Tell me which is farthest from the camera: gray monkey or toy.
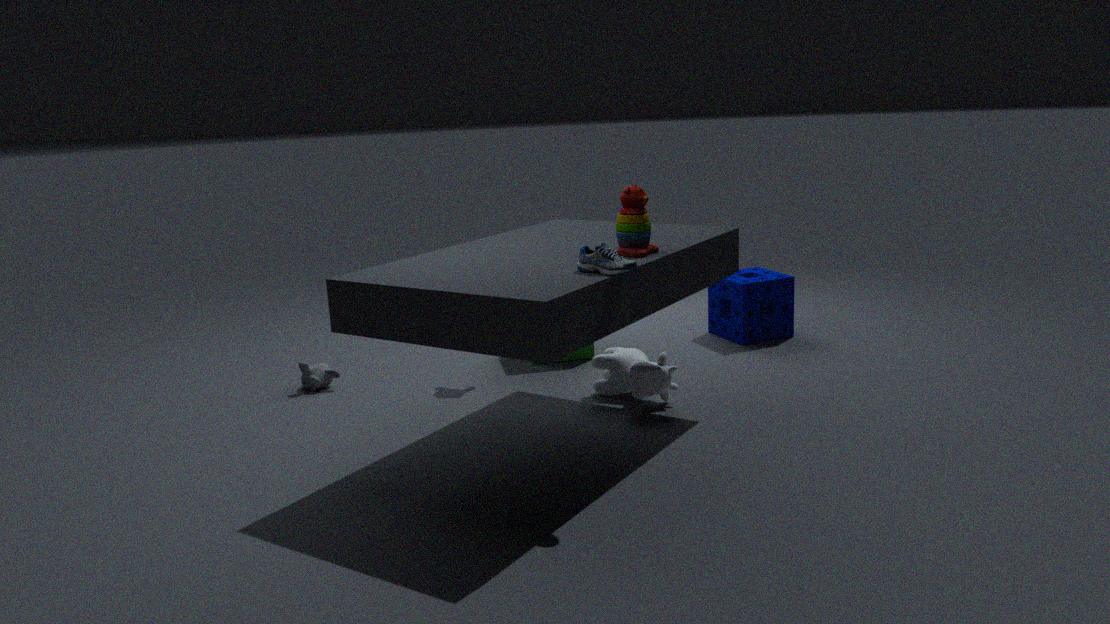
gray monkey
